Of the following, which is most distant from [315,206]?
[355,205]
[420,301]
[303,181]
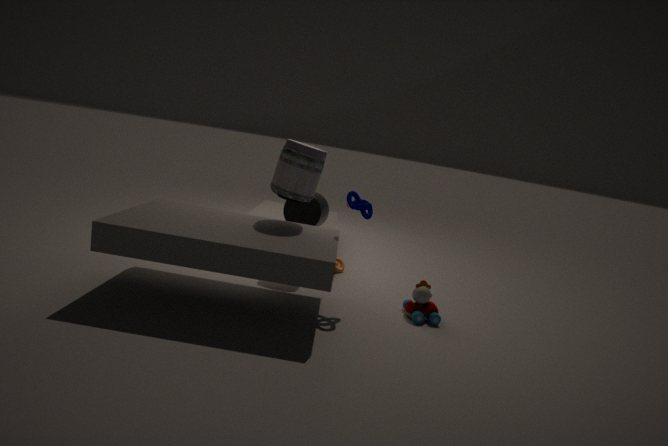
[420,301]
